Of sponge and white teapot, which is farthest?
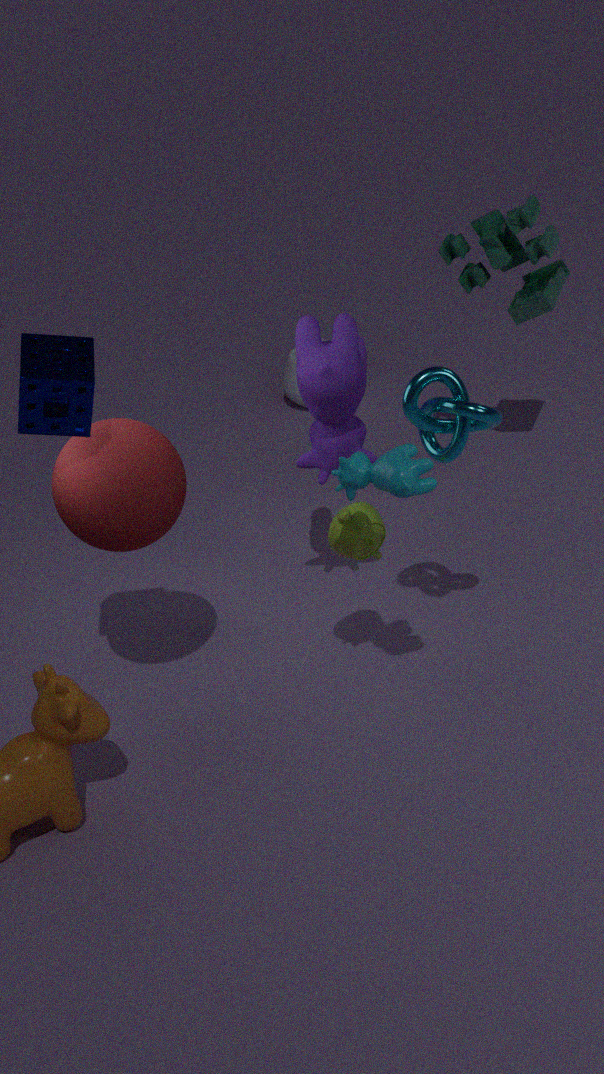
white teapot
